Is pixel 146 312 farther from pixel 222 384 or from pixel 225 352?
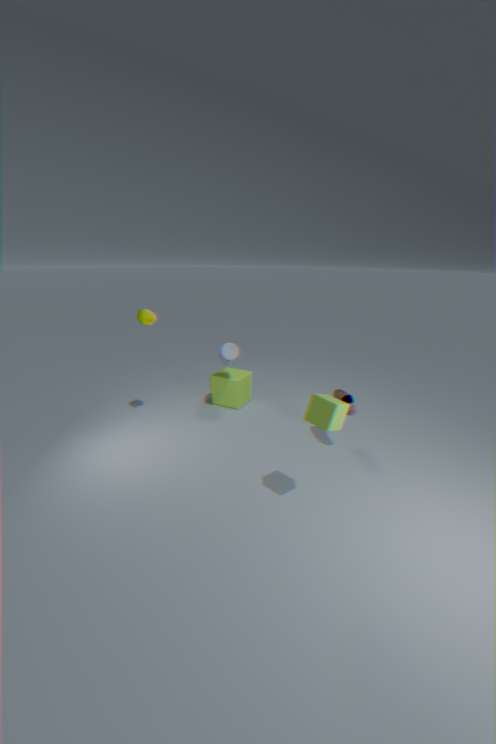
pixel 222 384
